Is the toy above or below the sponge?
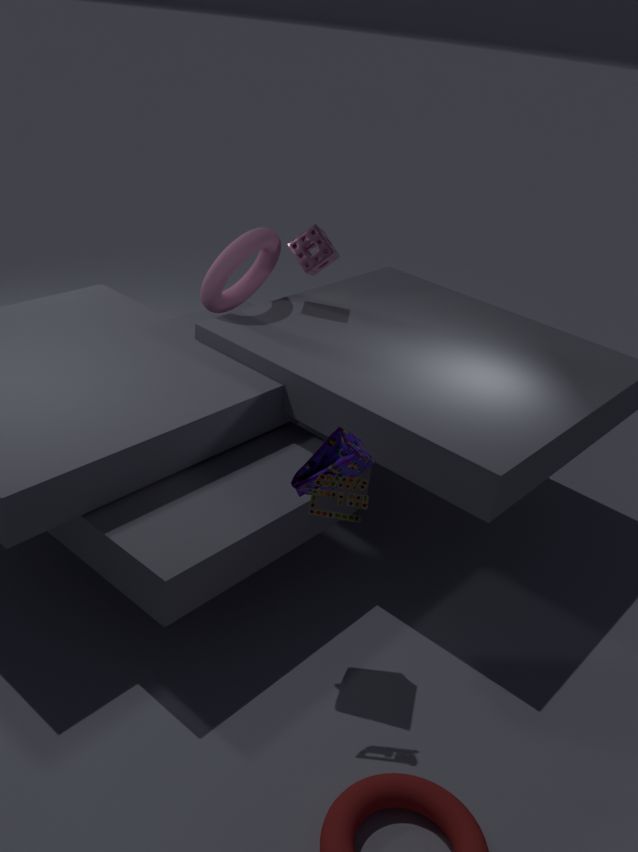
below
